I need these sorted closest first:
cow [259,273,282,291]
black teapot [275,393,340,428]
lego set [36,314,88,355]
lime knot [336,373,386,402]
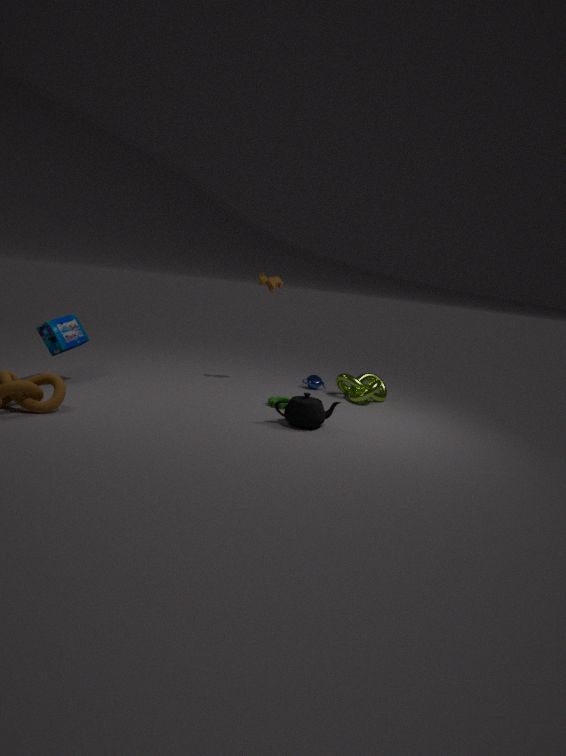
black teapot [275,393,340,428]
lego set [36,314,88,355]
lime knot [336,373,386,402]
cow [259,273,282,291]
